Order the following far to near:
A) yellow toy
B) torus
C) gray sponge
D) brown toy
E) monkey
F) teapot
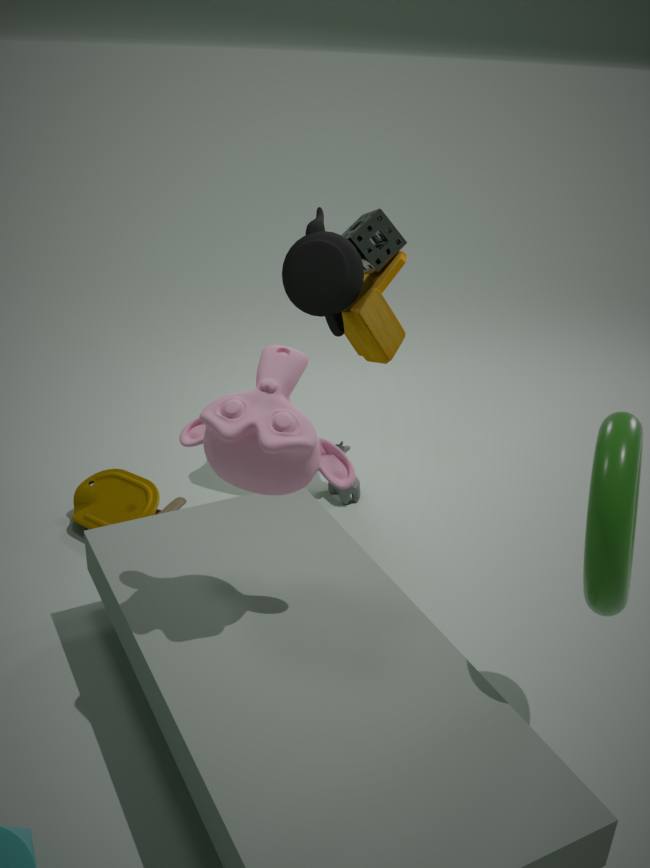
1. gray sponge
2. brown toy
3. teapot
4. yellow toy
5. monkey
6. torus
